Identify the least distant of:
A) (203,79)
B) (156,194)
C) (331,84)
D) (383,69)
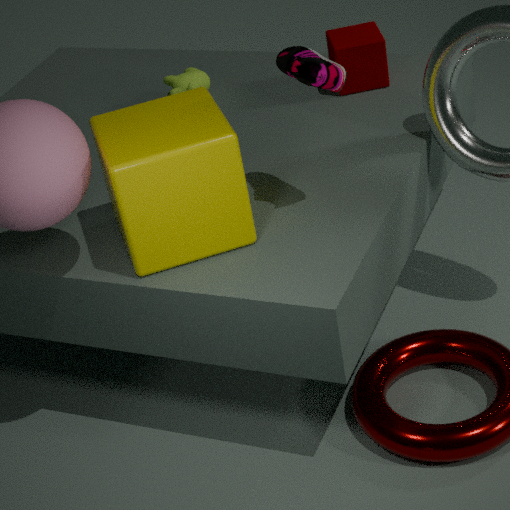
(156,194)
